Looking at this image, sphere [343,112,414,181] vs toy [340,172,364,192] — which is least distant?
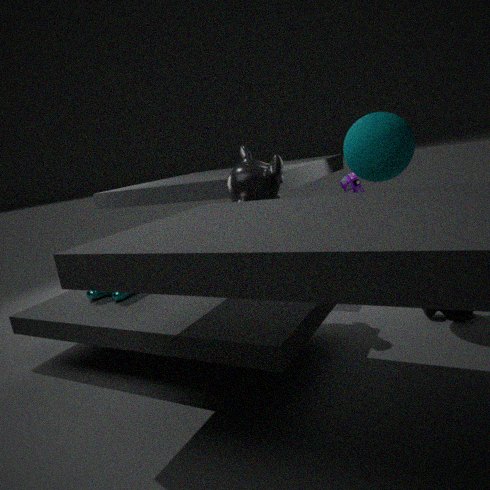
sphere [343,112,414,181]
